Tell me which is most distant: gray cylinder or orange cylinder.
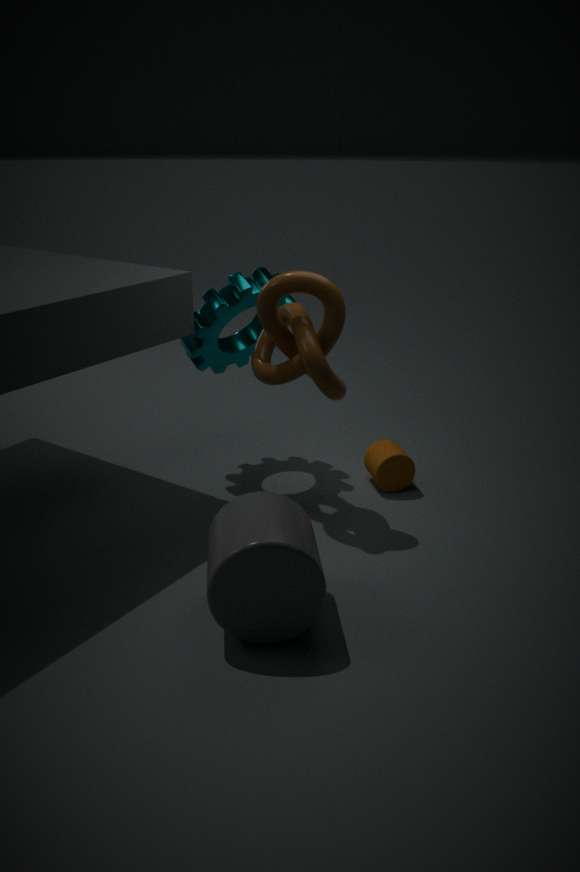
orange cylinder
